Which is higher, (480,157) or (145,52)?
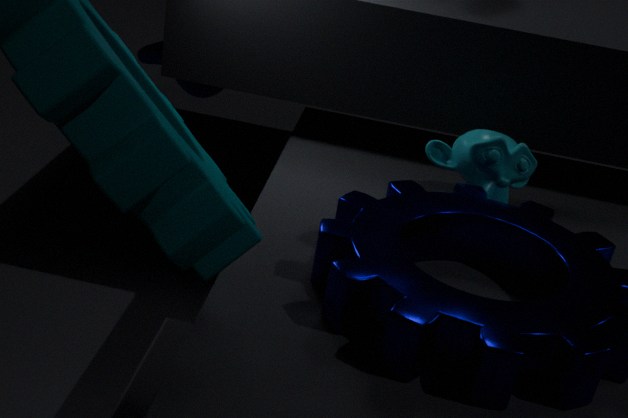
(480,157)
